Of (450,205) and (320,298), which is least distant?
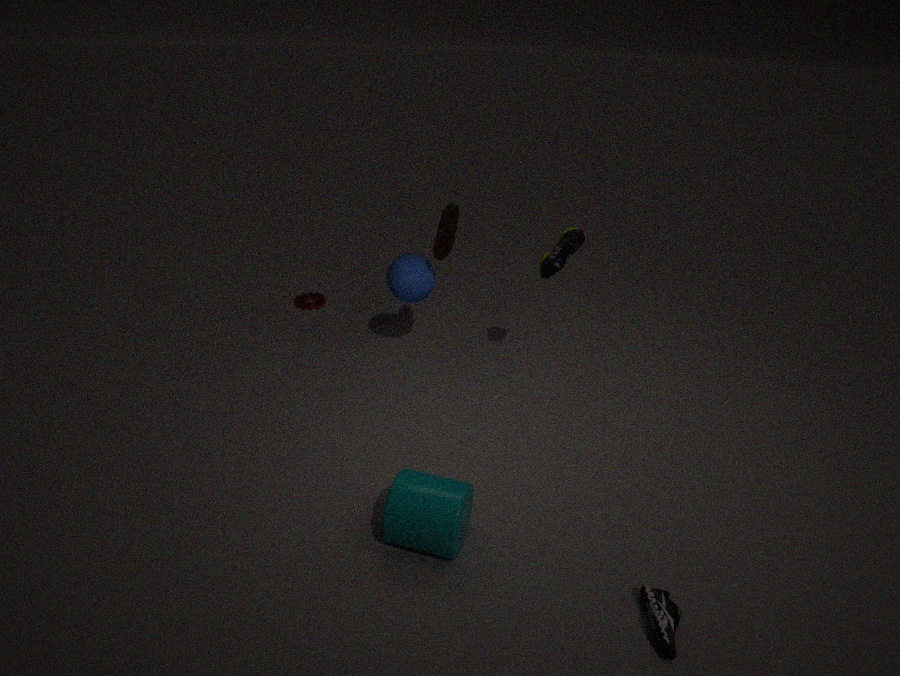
(450,205)
